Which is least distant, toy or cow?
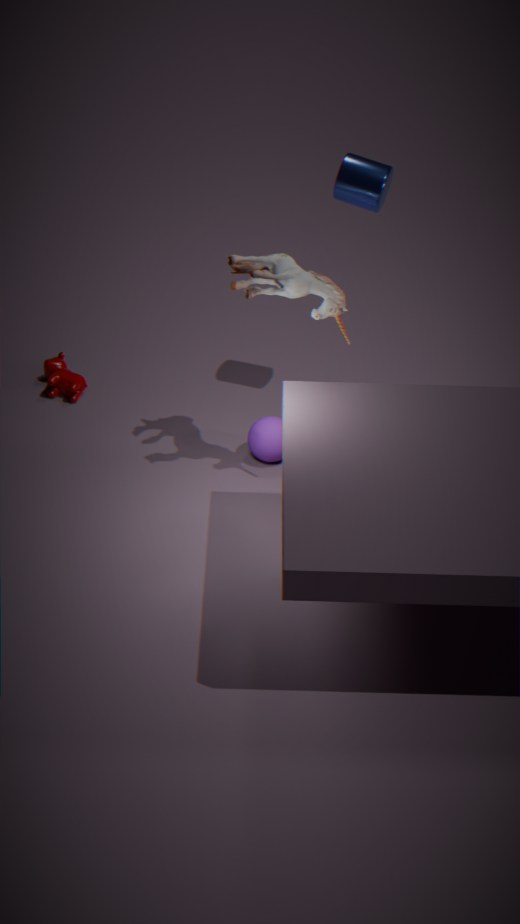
toy
